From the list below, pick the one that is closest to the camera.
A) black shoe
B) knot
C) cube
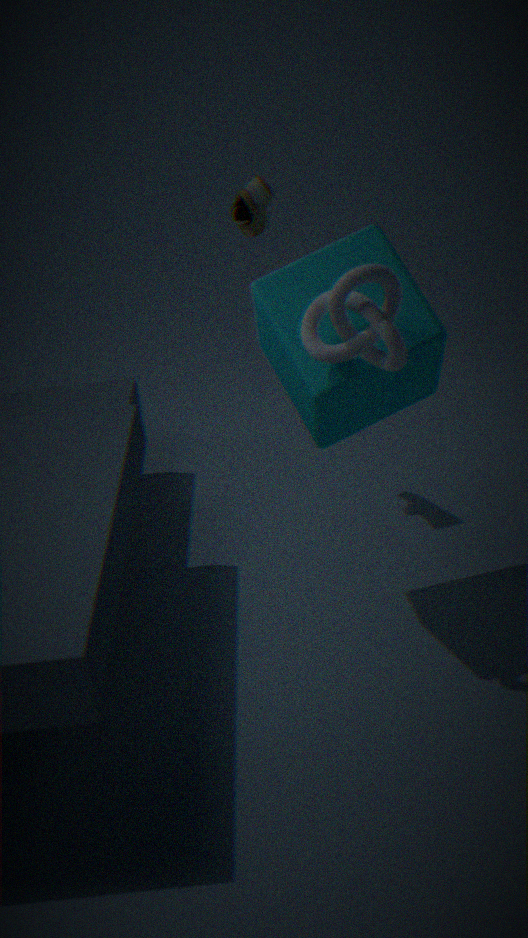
knot
